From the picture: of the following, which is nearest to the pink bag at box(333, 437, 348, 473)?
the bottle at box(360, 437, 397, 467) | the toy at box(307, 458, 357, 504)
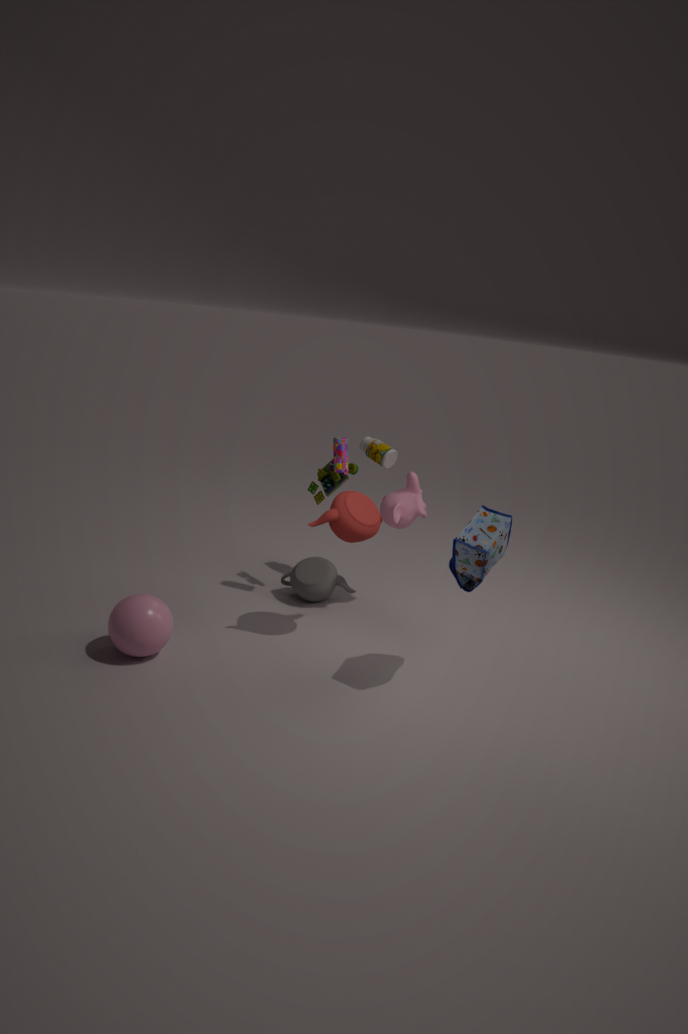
the toy at box(307, 458, 357, 504)
